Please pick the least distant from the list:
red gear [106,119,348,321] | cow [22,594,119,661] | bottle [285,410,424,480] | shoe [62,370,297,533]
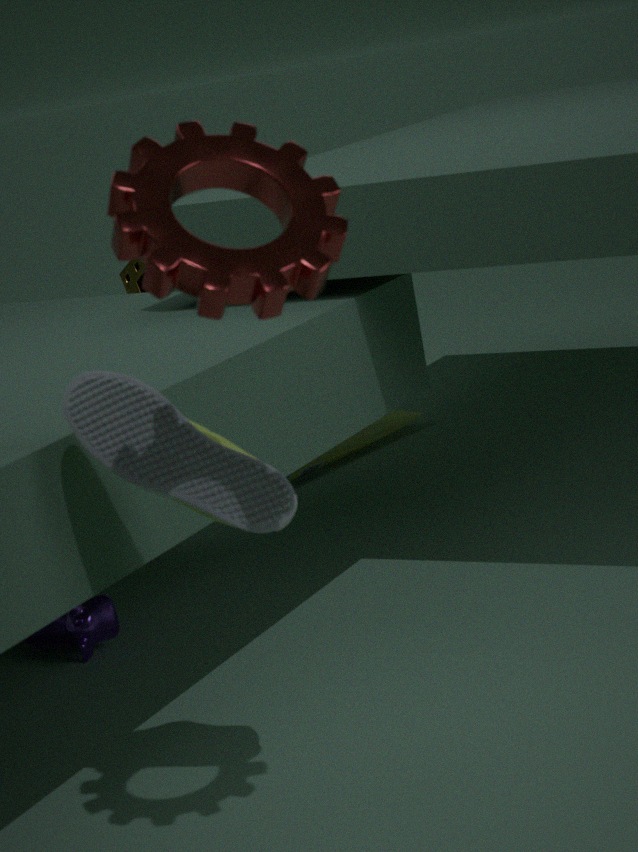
red gear [106,119,348,321]
